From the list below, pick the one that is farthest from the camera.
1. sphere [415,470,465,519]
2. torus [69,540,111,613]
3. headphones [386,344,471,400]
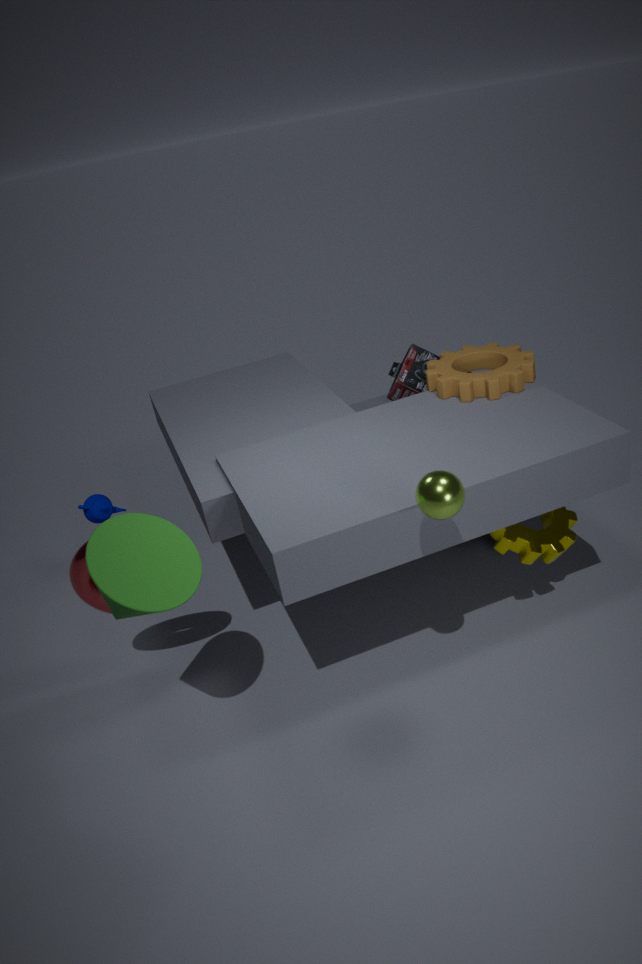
headphones [386,344,471,400]
